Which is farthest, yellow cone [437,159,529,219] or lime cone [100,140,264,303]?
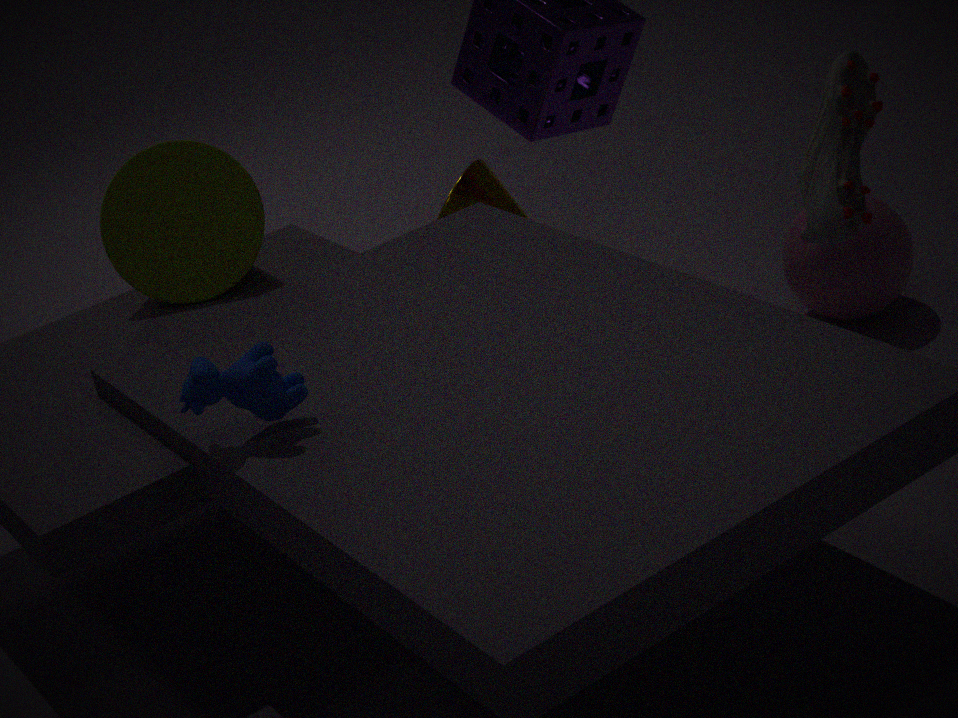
yellow cone [437,159,529,219]
